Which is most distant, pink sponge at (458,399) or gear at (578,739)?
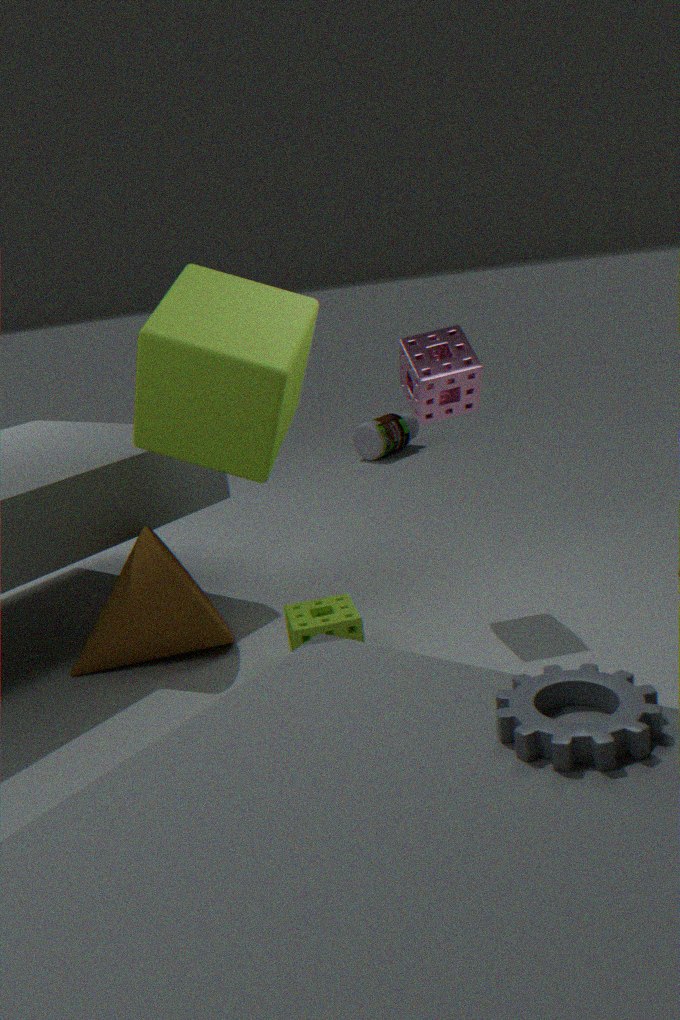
pink sponge at (458,399)
